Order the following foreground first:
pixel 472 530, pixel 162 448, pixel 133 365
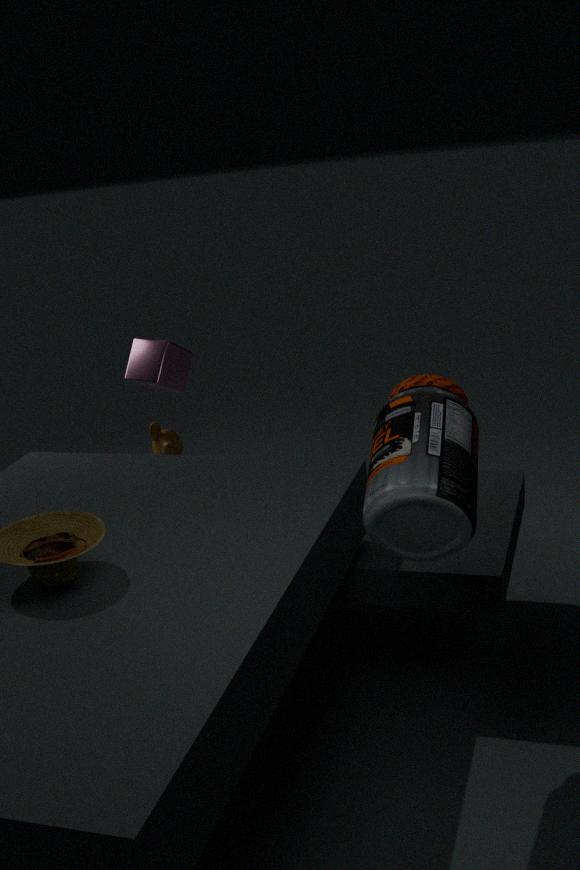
pixel 472 530 < pixel 133 365 < pixel 162 448
